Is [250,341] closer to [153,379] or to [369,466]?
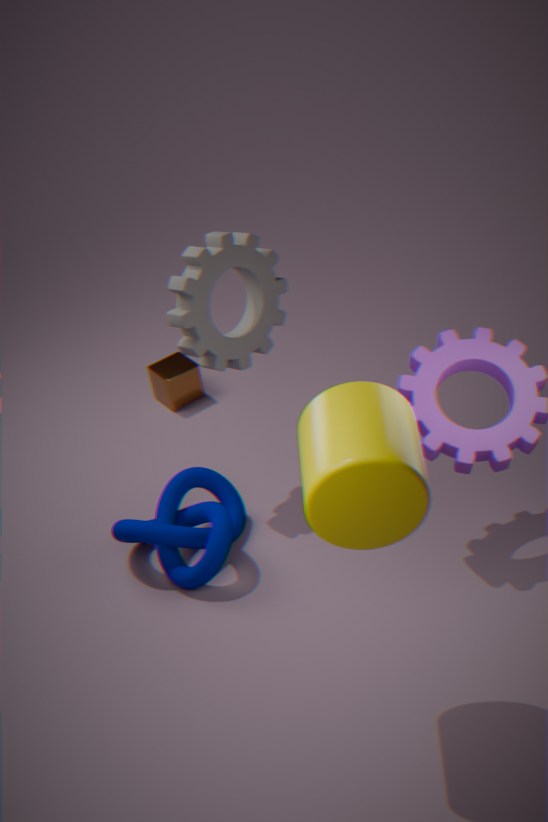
[153,379]
